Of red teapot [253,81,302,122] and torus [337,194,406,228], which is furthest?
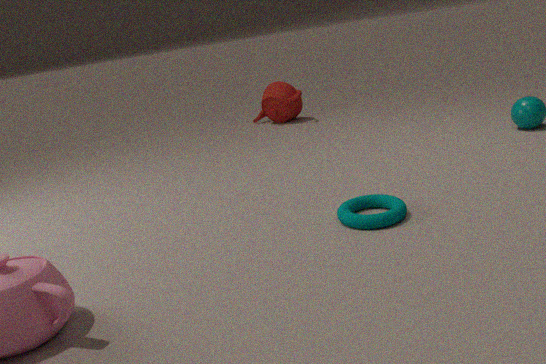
red teapot [253,81,302,122]
